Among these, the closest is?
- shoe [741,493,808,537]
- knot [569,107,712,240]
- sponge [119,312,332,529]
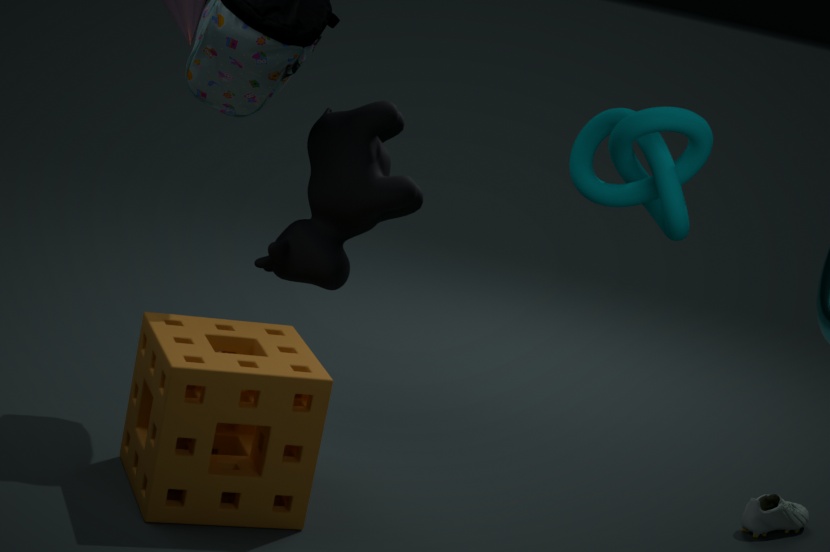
knot [569,107,712,240]
